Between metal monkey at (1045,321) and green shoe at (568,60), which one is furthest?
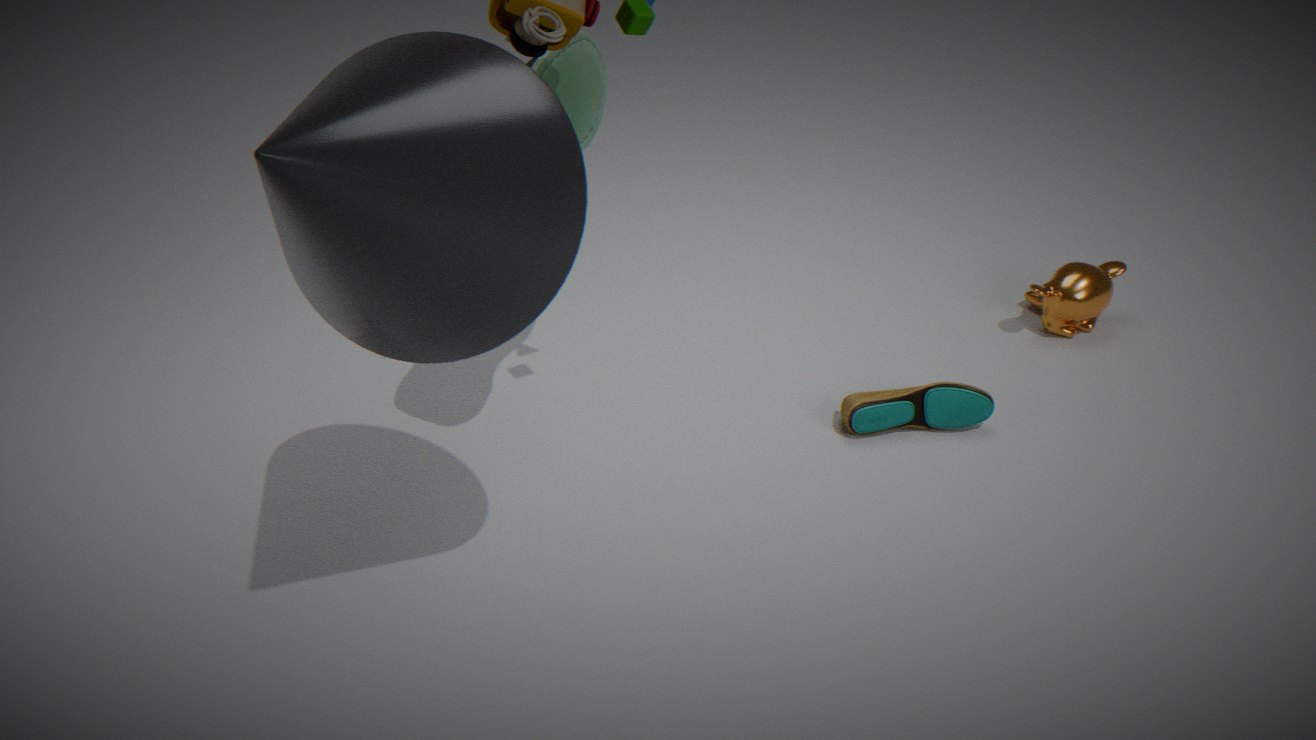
metal monkey at (1045,321)
